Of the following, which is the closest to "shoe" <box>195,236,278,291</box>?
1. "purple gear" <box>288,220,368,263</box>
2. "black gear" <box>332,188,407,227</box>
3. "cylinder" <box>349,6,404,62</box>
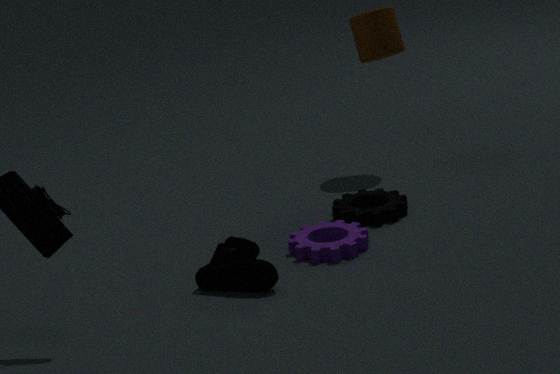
"purple gear" <box>288,220,368,263</box>
